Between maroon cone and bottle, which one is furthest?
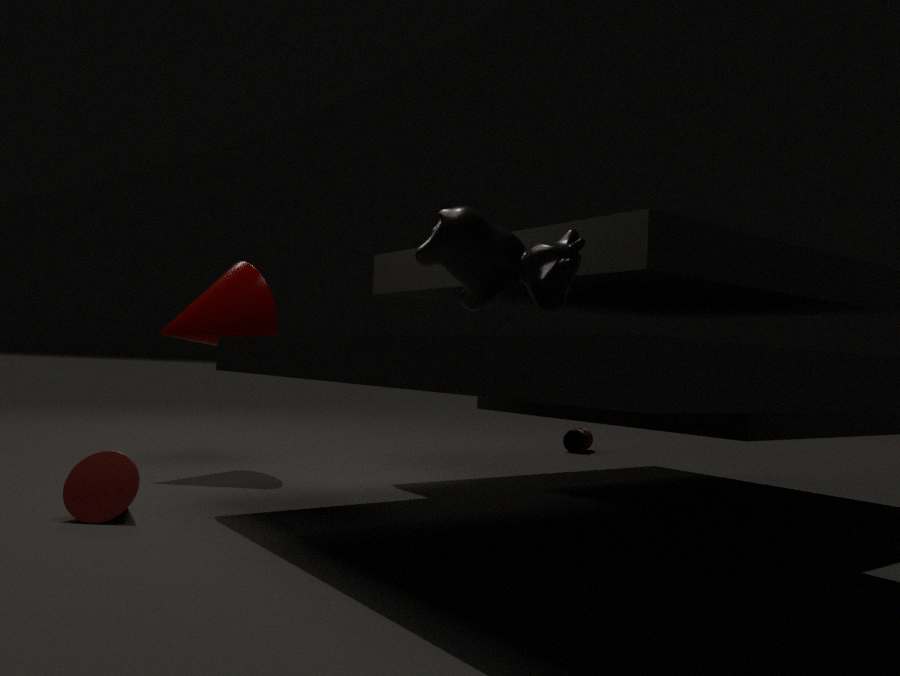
bottle
